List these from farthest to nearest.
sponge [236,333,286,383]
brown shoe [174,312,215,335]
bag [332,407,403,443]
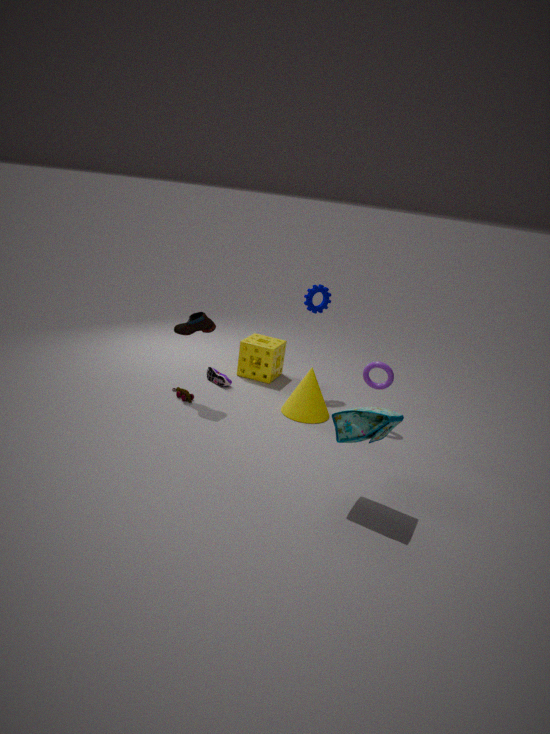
sponge [236,333,286,383]
brown shoe [174,312,215,335]
bag [332,407,403,443]
